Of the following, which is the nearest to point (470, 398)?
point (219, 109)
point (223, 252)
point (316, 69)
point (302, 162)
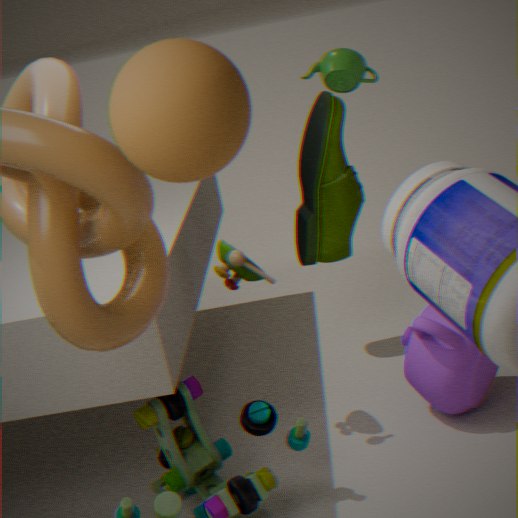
point (223, 252)
